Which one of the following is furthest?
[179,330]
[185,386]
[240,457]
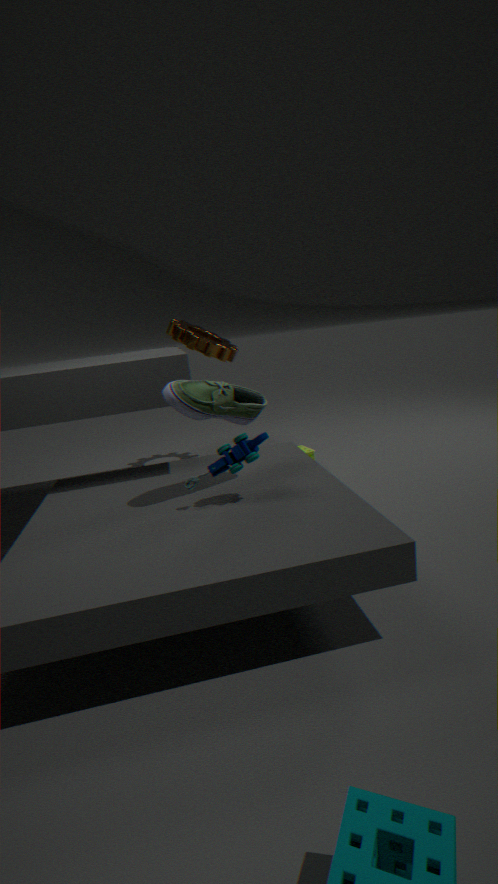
[179,330]
